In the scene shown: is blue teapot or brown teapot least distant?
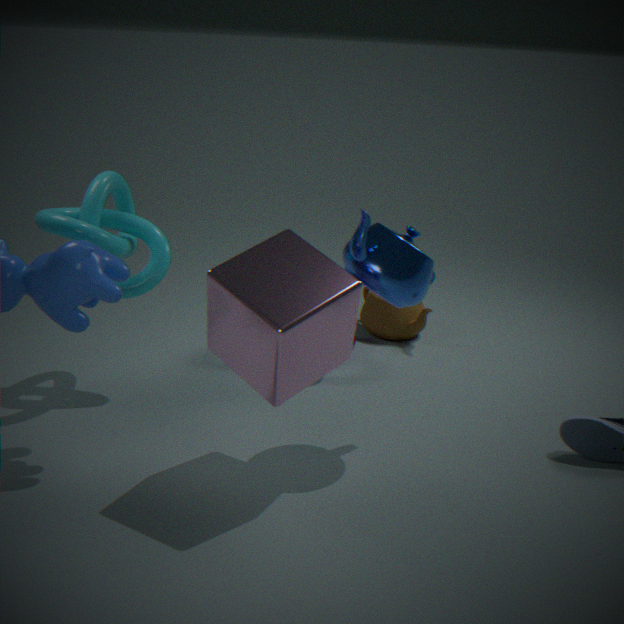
blue teapot
